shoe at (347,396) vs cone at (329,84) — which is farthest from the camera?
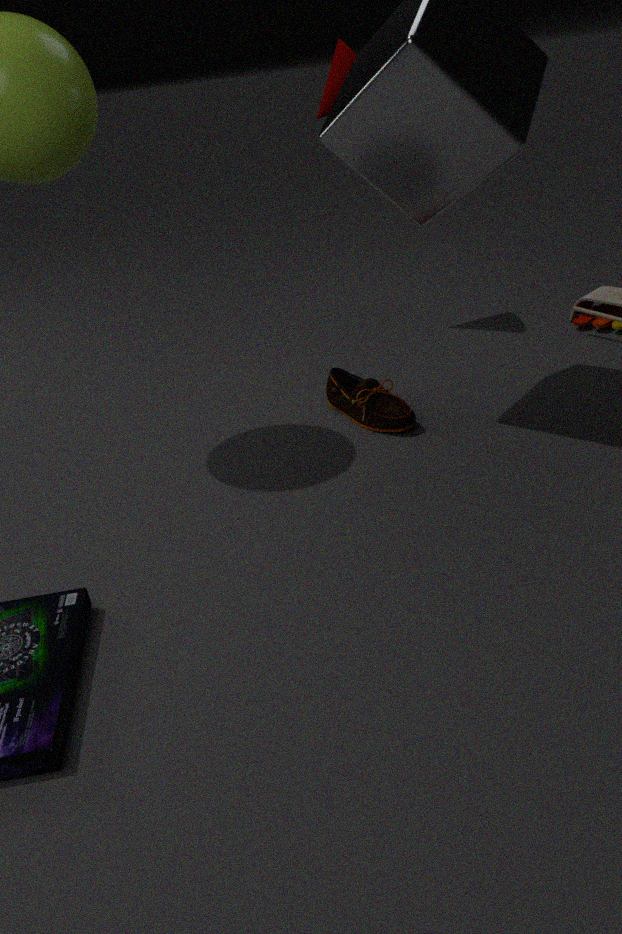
cone at (329,84)
